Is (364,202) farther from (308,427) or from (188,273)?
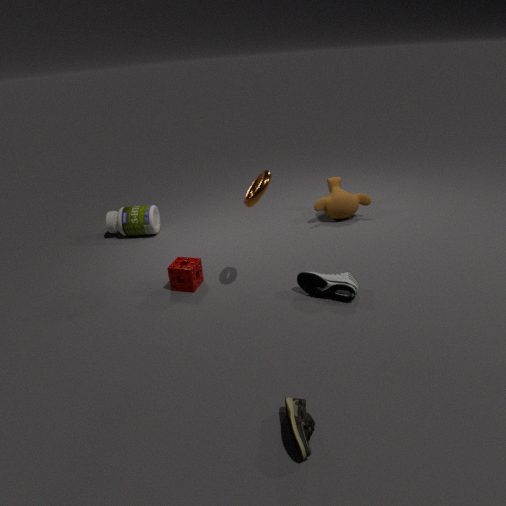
(308,427)
